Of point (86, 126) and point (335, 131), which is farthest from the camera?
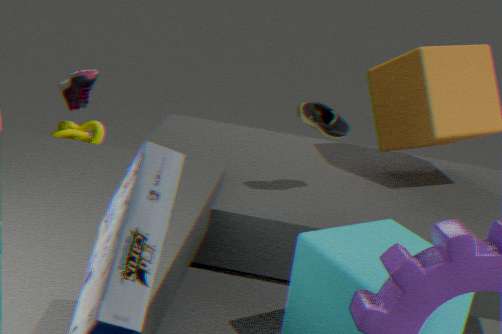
point (86, 126)
